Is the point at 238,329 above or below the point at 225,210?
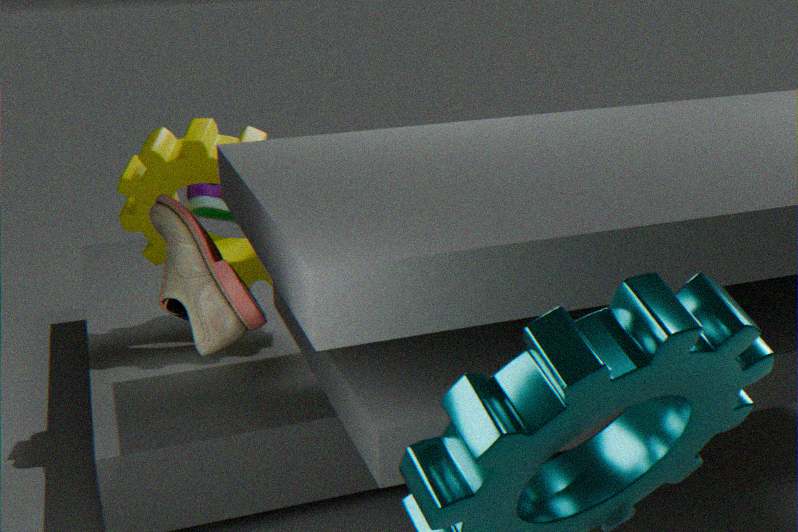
above
